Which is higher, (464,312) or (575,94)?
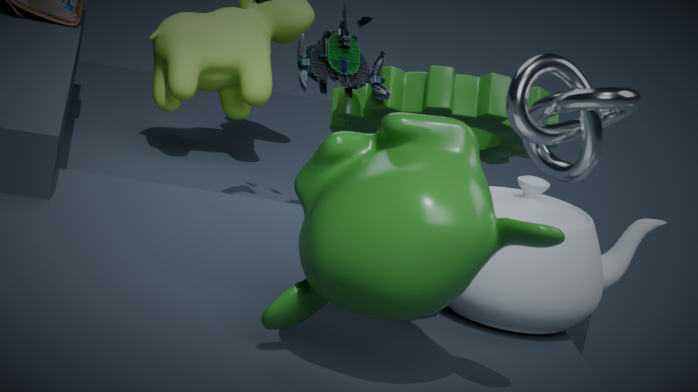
(575,94)
